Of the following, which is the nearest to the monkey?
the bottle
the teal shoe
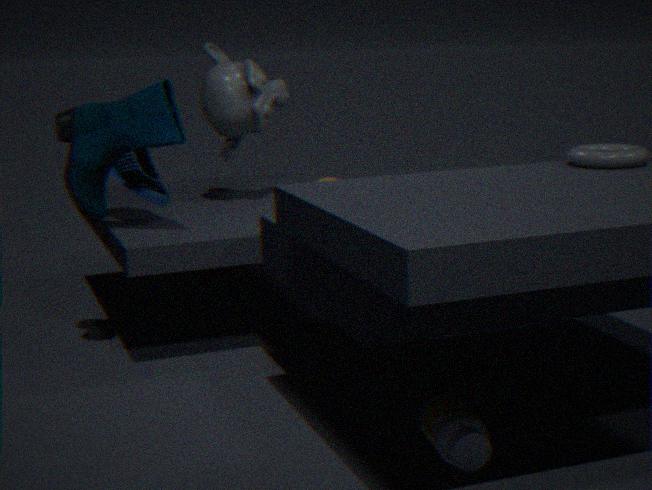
the teal shoe
